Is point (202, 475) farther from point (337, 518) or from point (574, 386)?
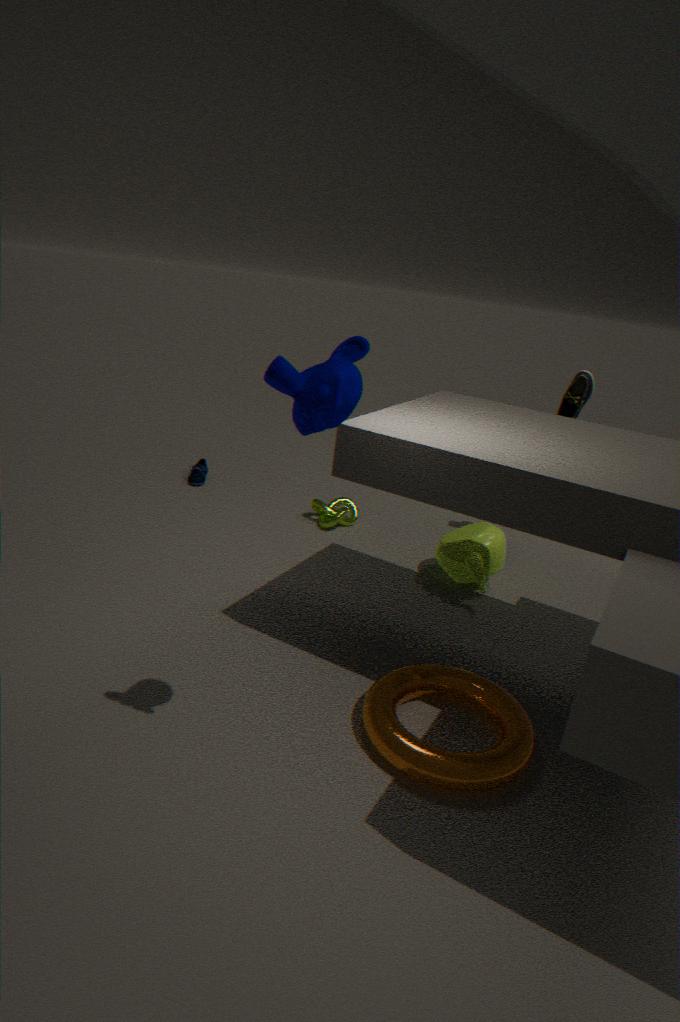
point (574, 386)
